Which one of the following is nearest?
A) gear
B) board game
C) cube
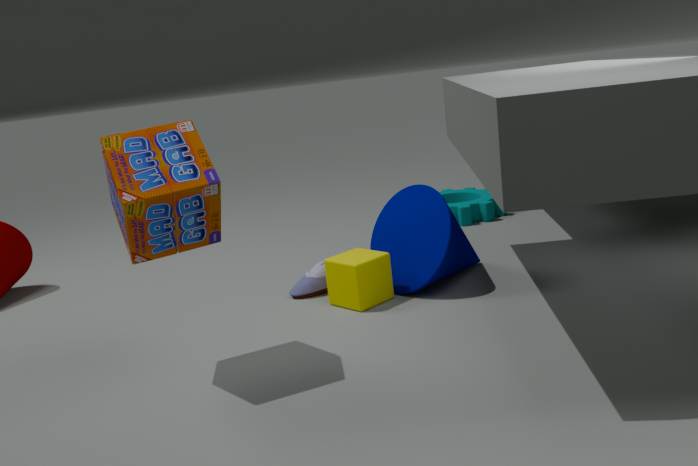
board game
